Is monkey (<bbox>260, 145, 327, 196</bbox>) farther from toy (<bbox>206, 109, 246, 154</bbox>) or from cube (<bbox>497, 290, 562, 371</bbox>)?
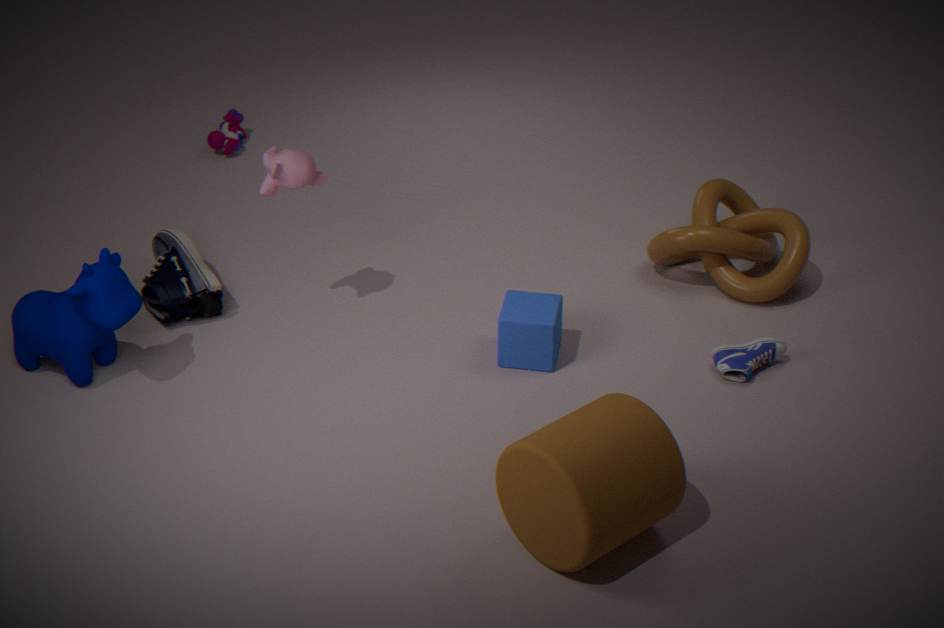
toy (<bbox>206, 109, 246, 154</bbox>)
